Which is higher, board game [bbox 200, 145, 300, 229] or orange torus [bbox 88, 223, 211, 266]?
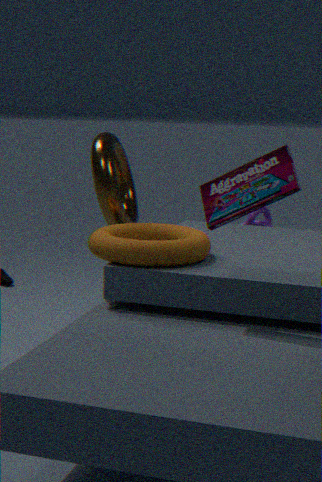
board game [bbox 200, 145, 300, 229]
